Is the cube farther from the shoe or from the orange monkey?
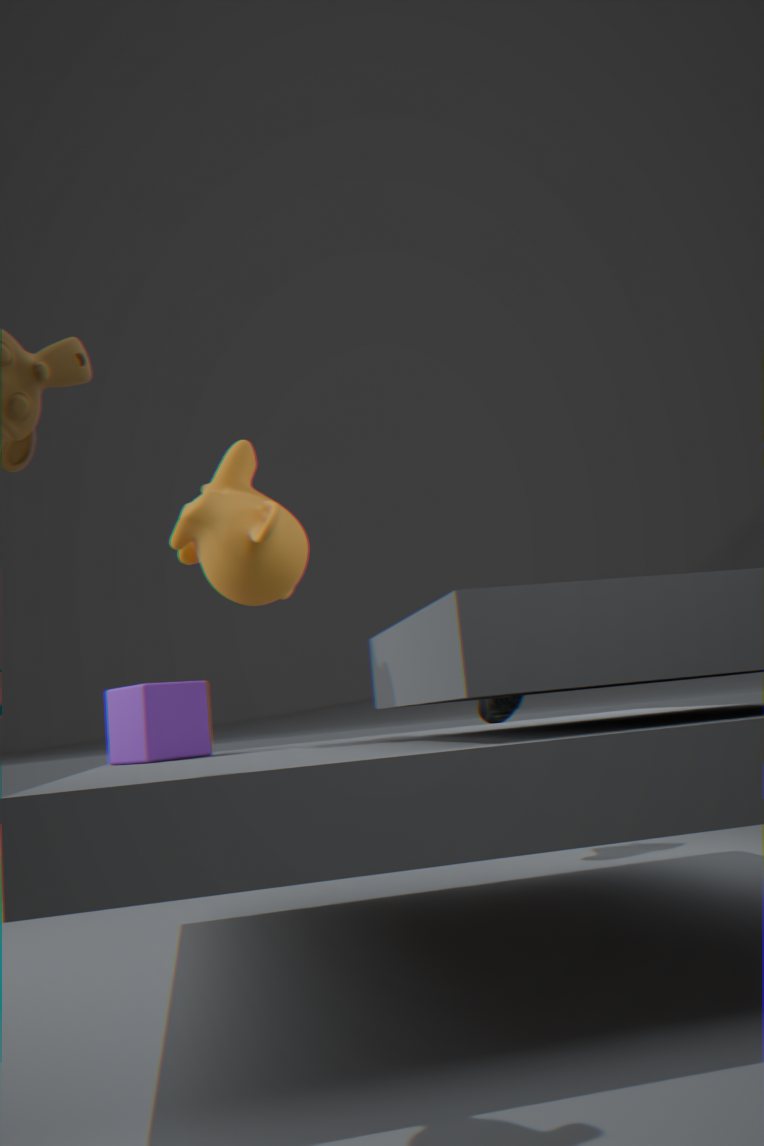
the shoe
